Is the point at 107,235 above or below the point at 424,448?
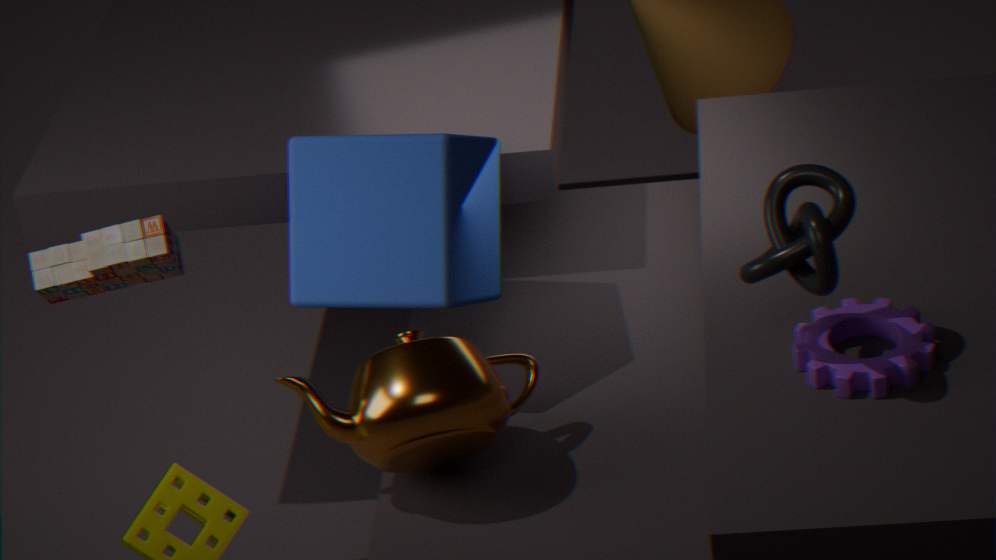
above
